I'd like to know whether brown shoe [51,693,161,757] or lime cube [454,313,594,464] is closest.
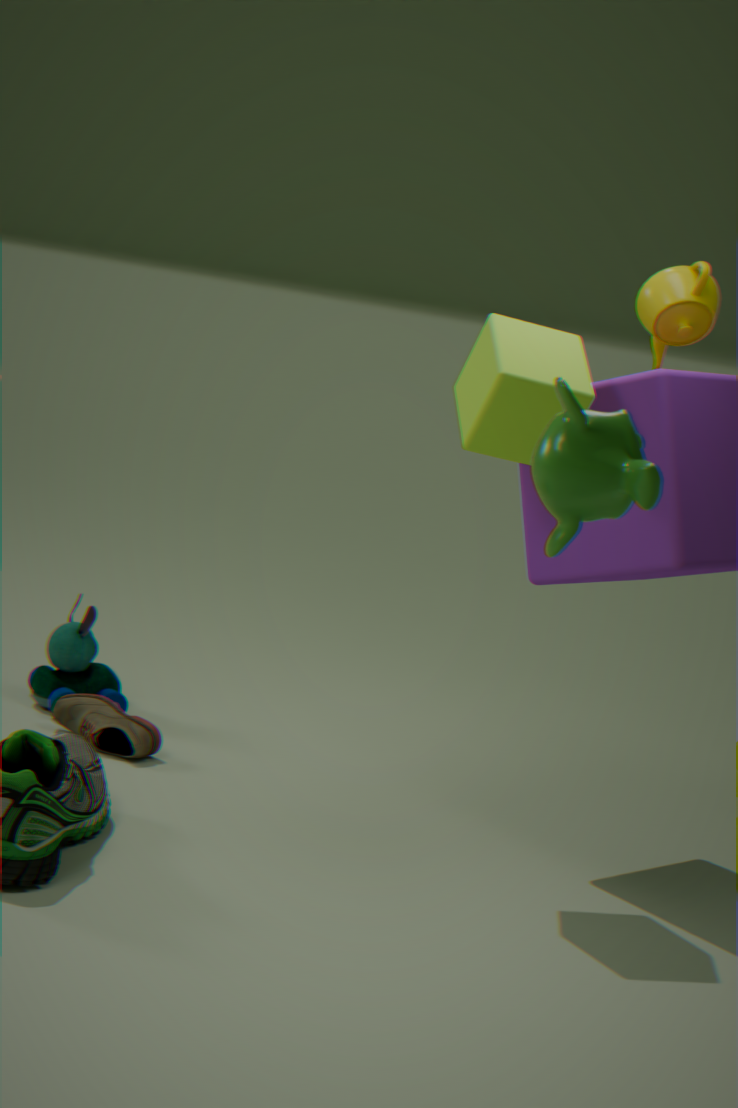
lime cube [454,313,594,464]
